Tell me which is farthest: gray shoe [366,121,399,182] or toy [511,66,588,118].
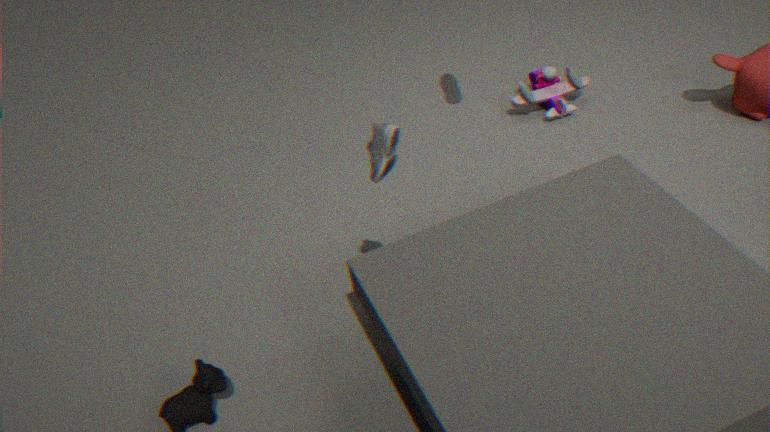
toy [511,66,588,118]
